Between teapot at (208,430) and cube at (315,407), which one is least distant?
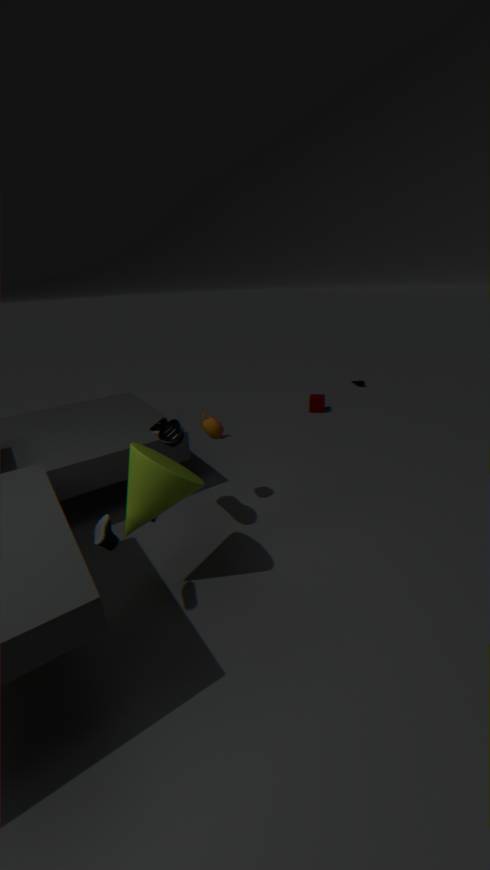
teapot at (208,430)
